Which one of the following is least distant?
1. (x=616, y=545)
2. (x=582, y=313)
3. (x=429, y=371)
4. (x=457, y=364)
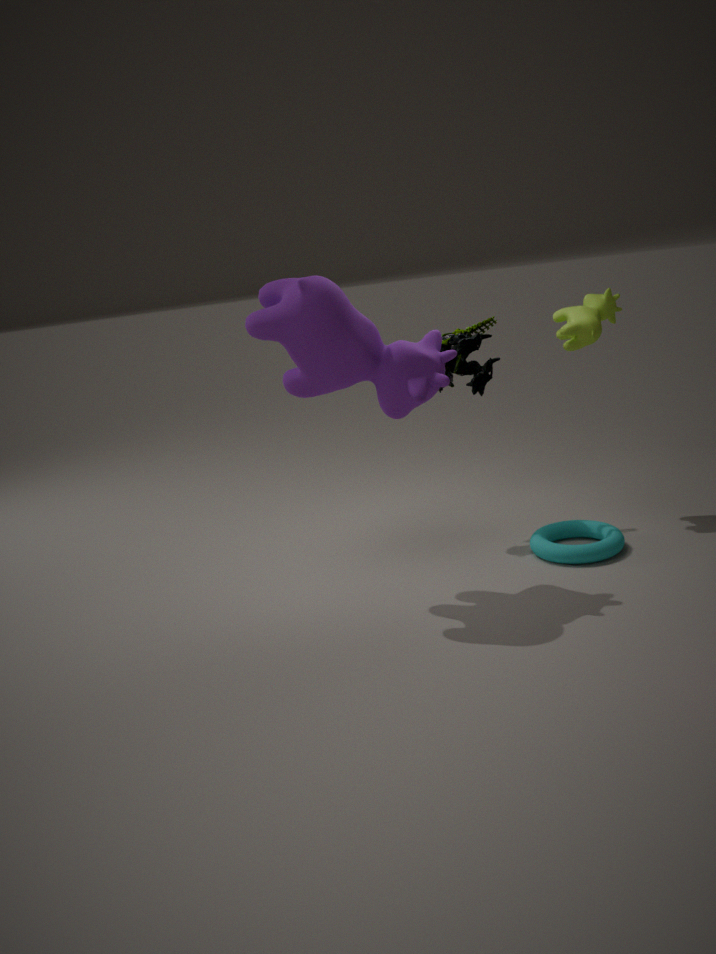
(x=429, y=371)
